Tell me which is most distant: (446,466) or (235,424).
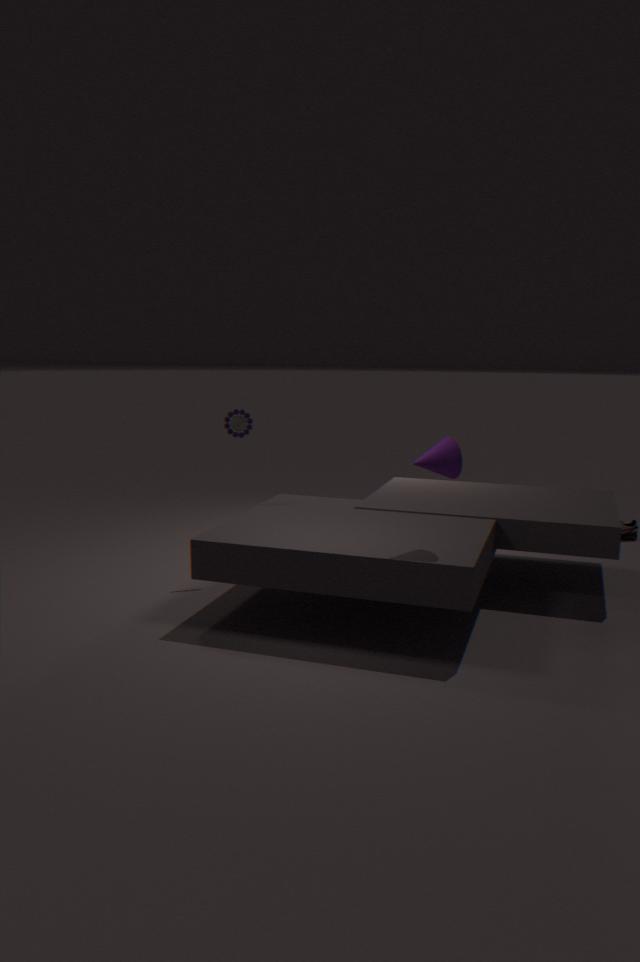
(235,424)
